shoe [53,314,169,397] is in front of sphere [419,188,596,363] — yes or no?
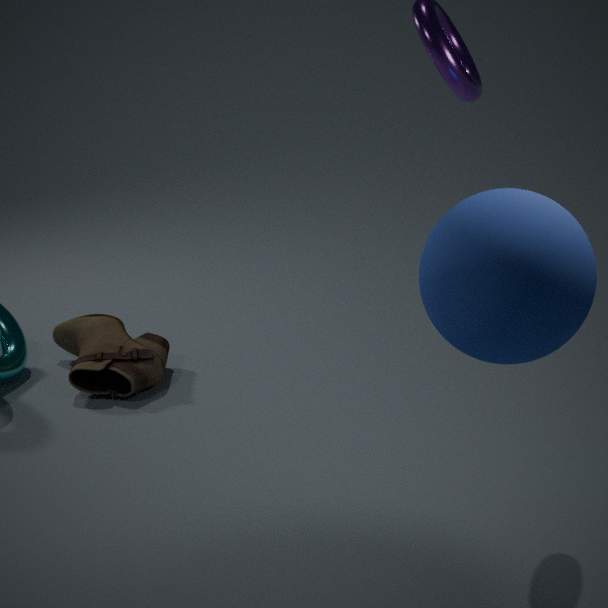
No
